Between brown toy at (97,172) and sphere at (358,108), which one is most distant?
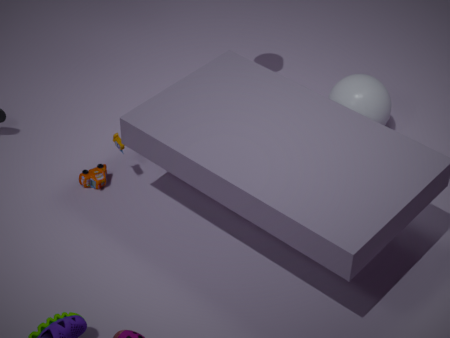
sphere at (358,108)
